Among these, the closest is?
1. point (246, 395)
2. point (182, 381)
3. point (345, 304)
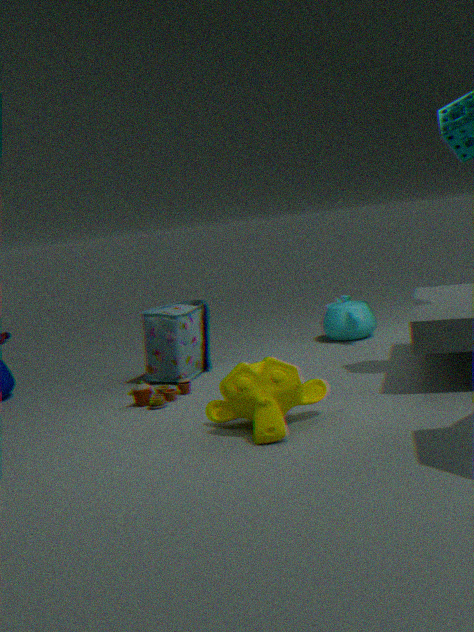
point (246, 395)
